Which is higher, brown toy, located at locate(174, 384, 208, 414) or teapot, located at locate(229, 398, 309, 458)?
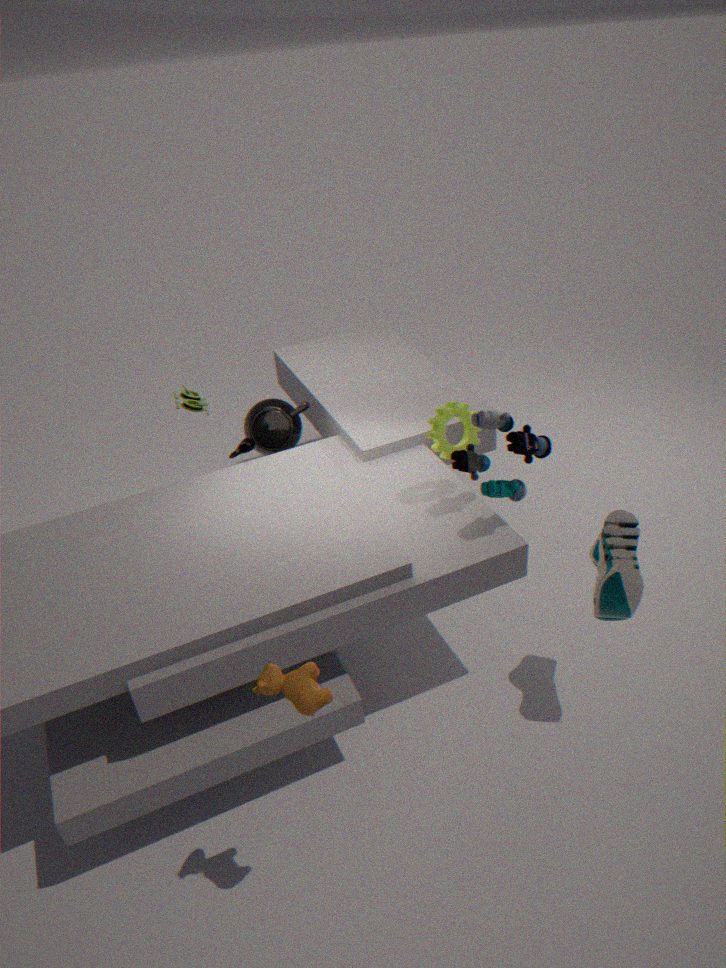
brown toy, located at locate(174, 384, 208, 414)
